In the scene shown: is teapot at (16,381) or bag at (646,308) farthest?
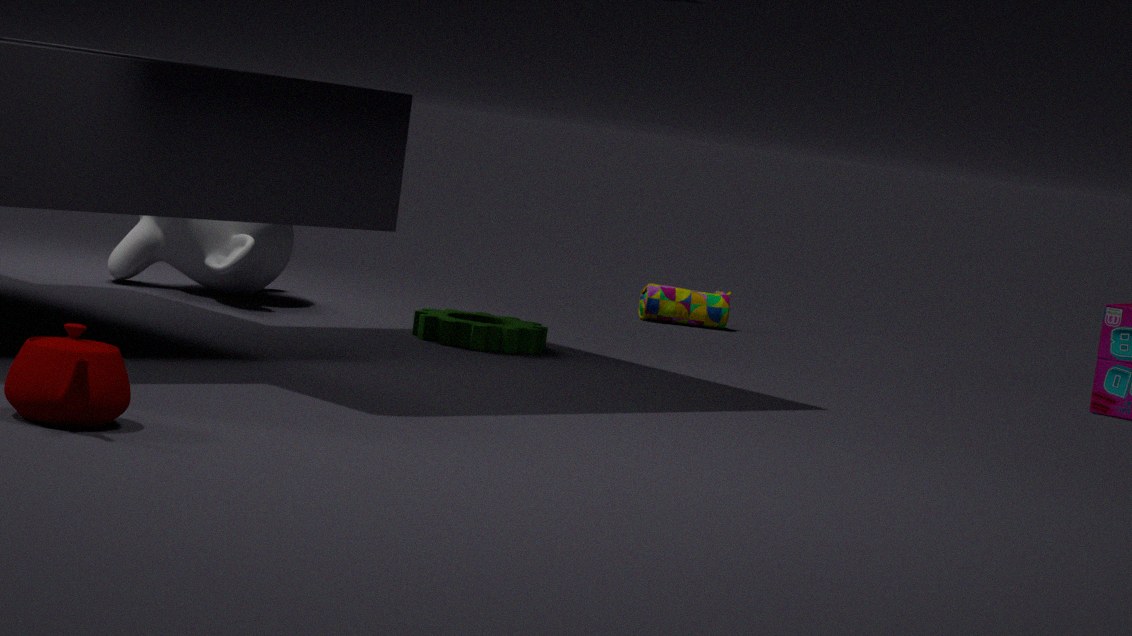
bag at (646,308)
